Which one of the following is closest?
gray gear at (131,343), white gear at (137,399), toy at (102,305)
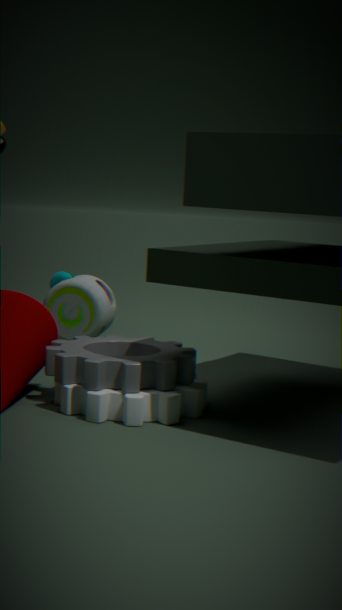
white gear at (137,399)
